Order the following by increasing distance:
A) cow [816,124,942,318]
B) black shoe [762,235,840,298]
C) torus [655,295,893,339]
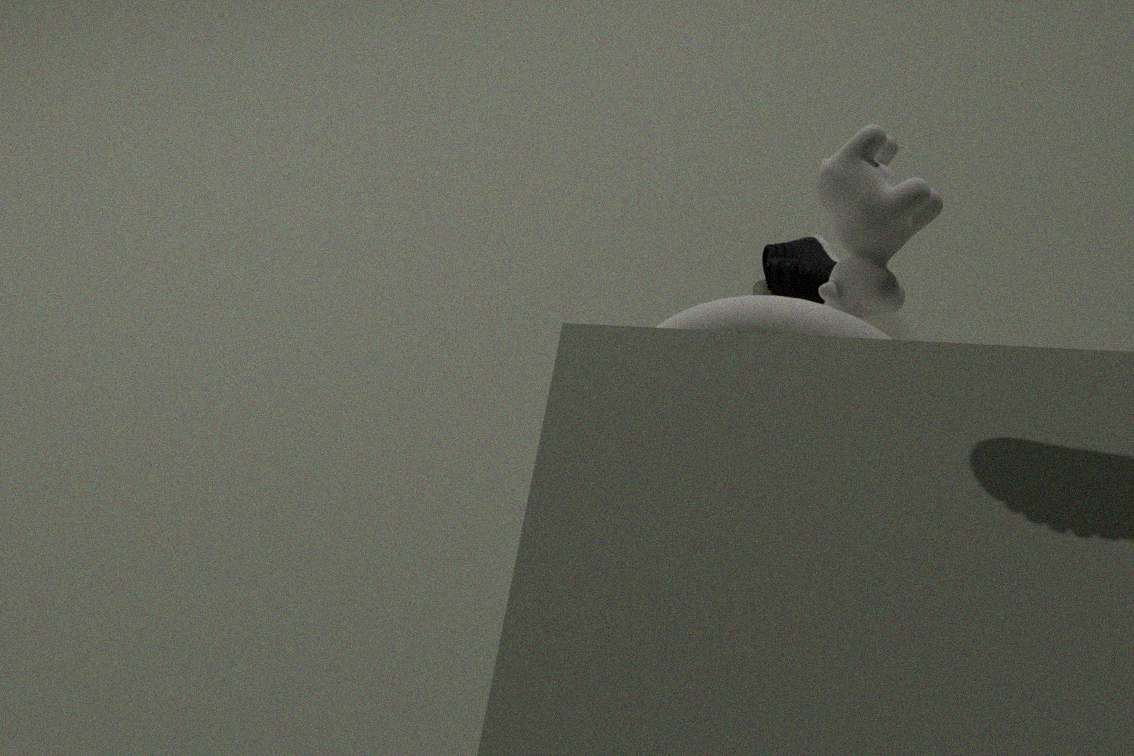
Result: 1. torus [655,295,893,339]
2. cow [816,124,942,318]
3. black shoe [762,235,840,298]
